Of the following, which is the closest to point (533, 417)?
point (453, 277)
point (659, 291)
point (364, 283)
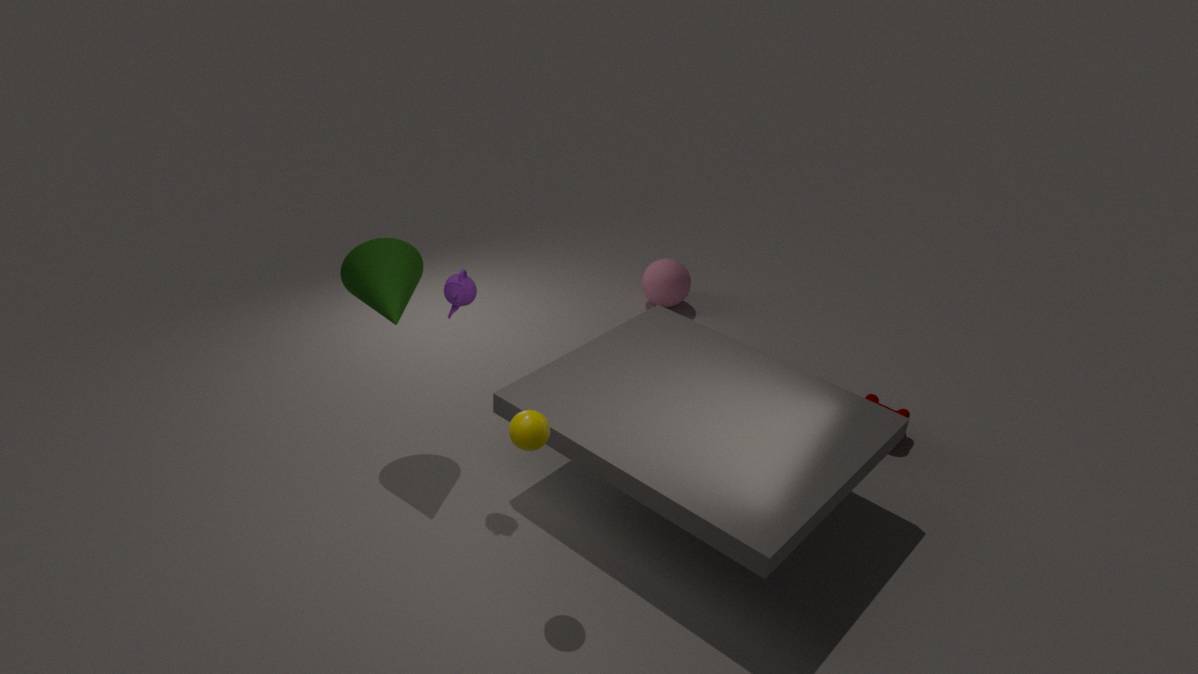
point (453, 277)
